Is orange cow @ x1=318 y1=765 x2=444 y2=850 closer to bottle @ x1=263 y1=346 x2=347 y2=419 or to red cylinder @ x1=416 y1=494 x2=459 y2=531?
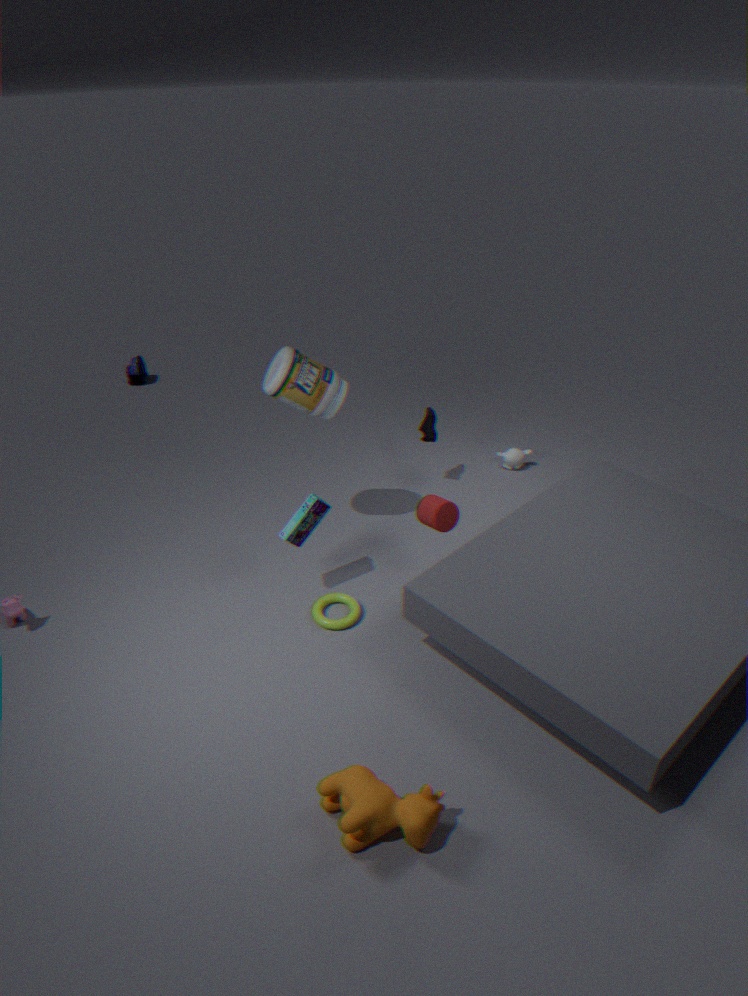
red cylinder @ x1=416 y1=494 x2=459 y2=531
